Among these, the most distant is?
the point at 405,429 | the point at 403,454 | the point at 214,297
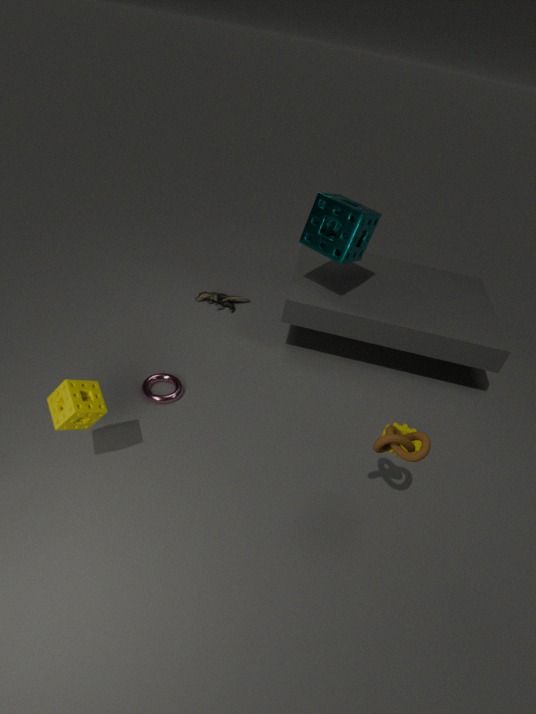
the point at 214,297
